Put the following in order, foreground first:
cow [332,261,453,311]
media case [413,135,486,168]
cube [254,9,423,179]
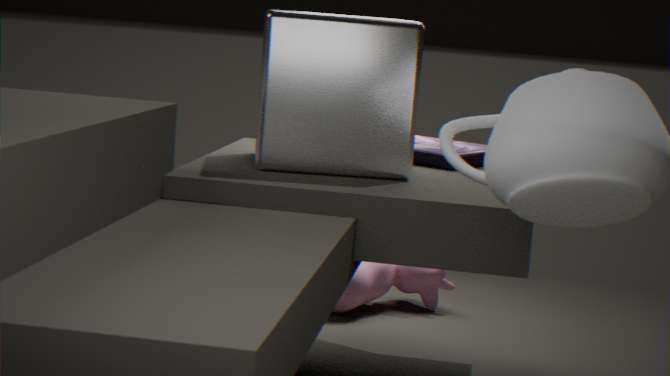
cube [254,9,423,179]
media case [413,135,486,168]
cow [332,261,453,311]
